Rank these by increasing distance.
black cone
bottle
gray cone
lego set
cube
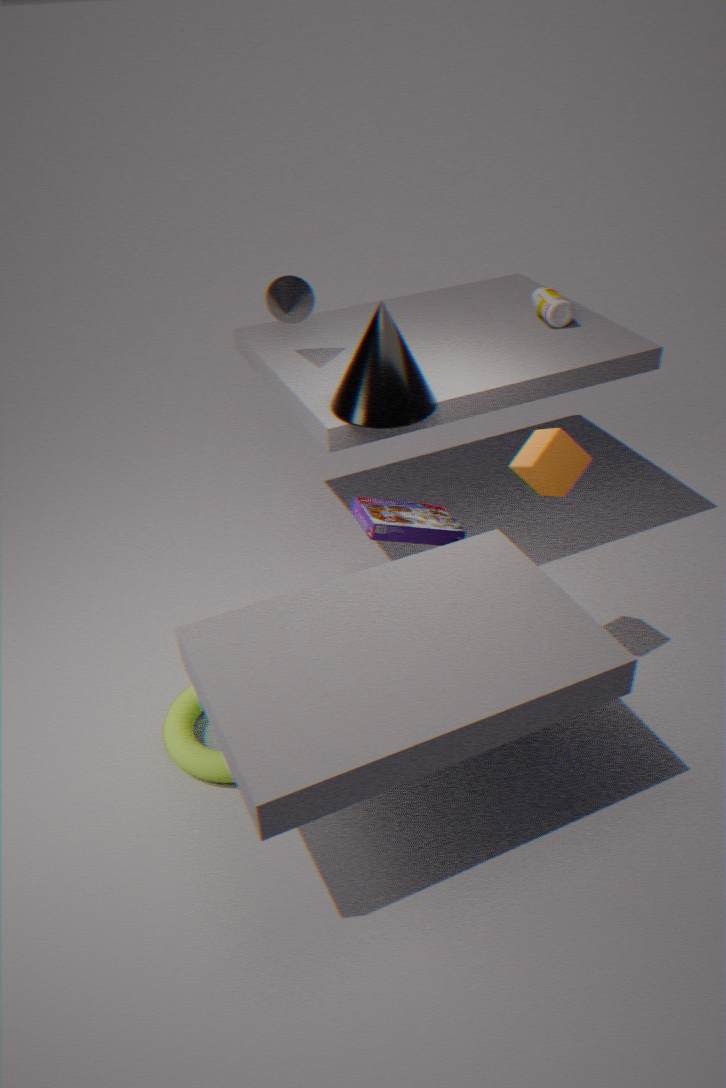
cube → black cone → lego set → gray cone → bottle
